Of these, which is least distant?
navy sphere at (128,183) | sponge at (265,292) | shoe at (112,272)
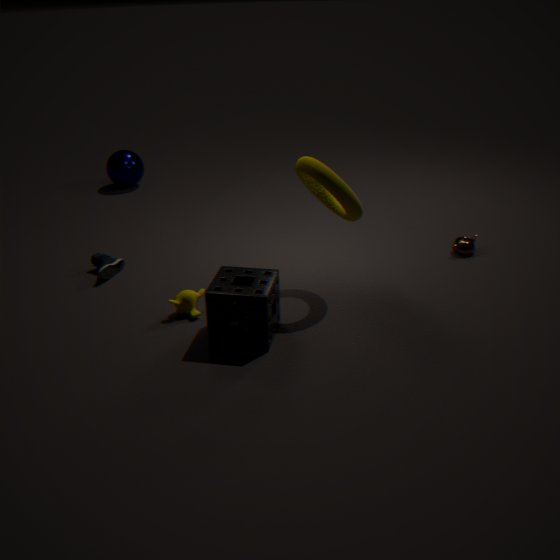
sponge at (265,292)
